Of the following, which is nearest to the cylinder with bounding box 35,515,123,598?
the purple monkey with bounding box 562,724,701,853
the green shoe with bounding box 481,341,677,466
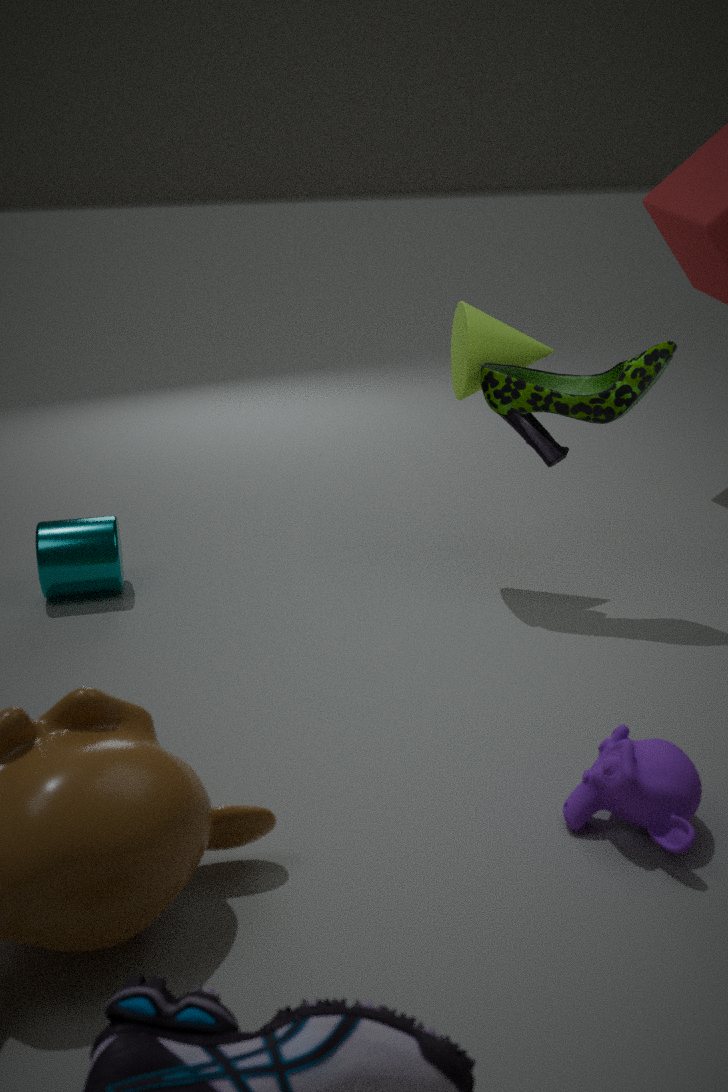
the green shoe with bounding box 481,341,677,466
